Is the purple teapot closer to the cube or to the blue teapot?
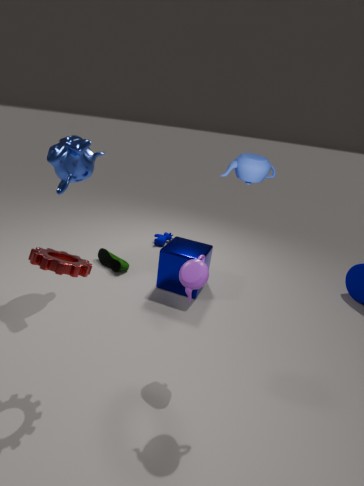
the blue teapot
